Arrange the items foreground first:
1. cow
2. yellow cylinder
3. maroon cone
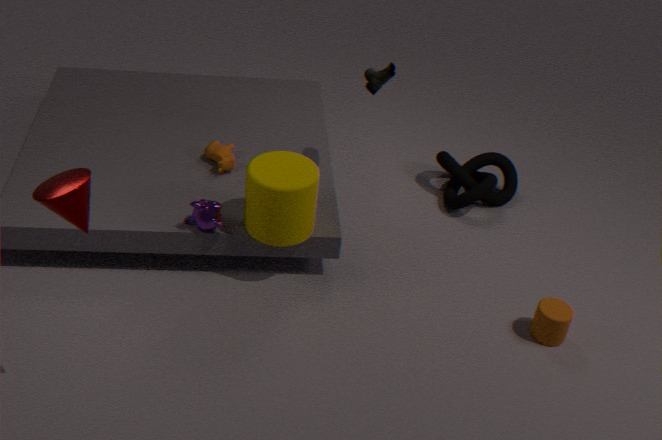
maroon cone → yellow cylinder → cow
